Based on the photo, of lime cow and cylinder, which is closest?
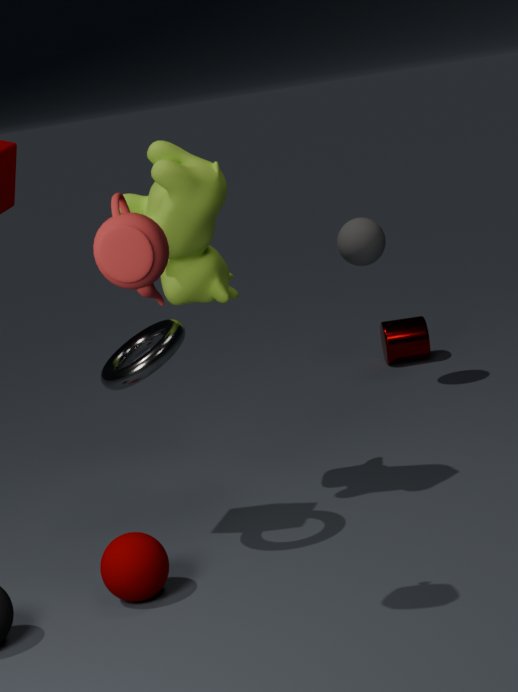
lime cow
